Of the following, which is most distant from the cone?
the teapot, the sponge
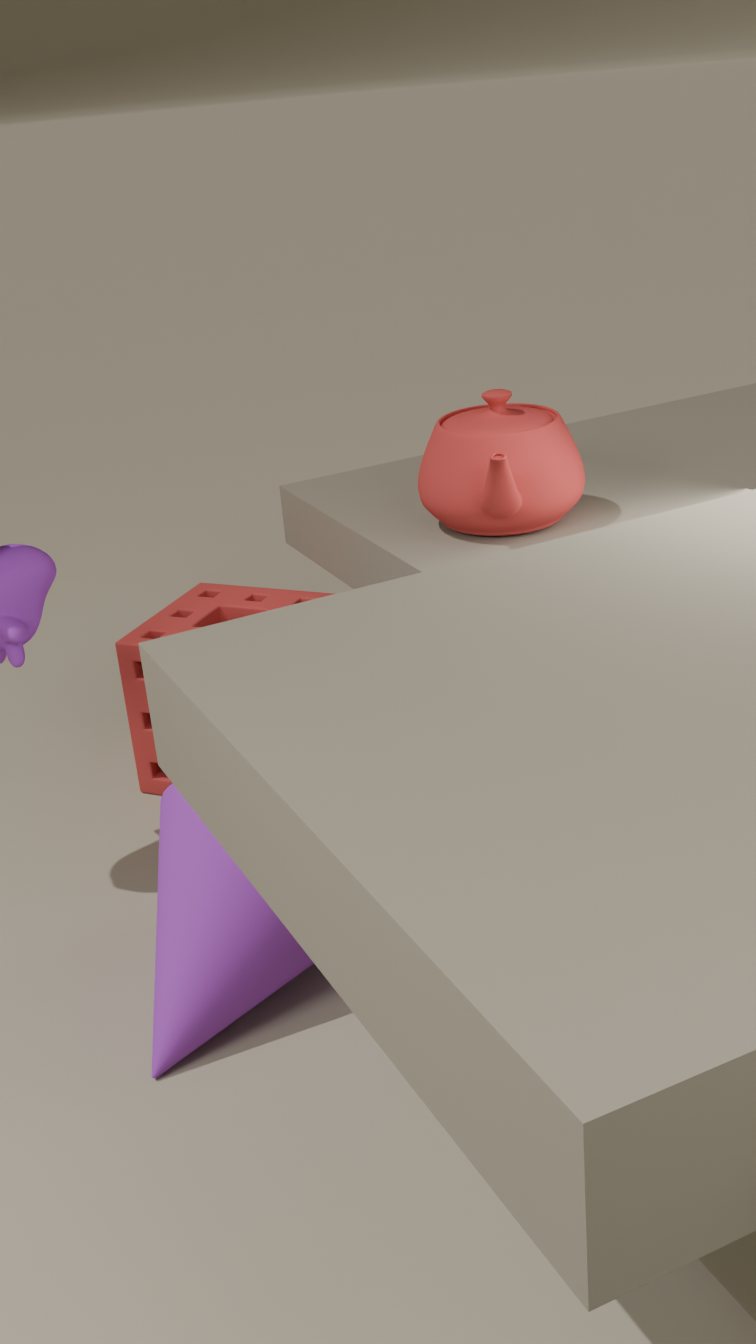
the teapot
